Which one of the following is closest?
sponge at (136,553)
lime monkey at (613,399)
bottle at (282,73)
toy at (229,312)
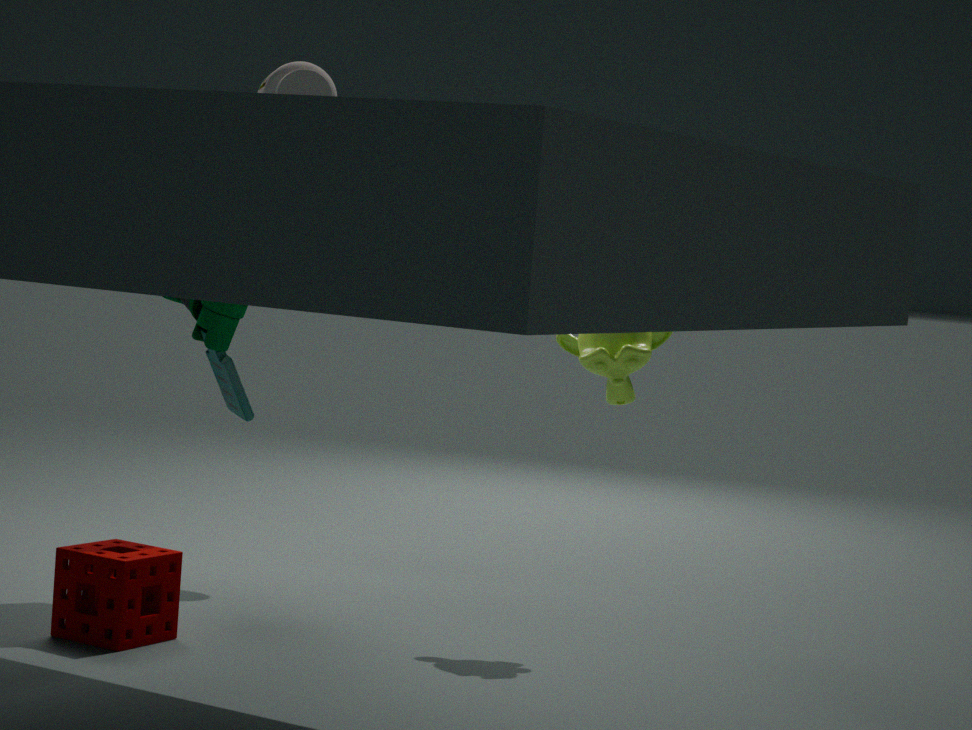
bottle at (282,73)
